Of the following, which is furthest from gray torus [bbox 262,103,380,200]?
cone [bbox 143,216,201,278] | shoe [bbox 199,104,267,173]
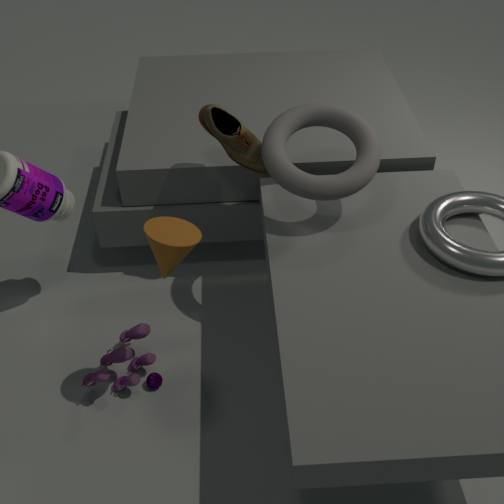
cone [bbox 143,216,201,278]
